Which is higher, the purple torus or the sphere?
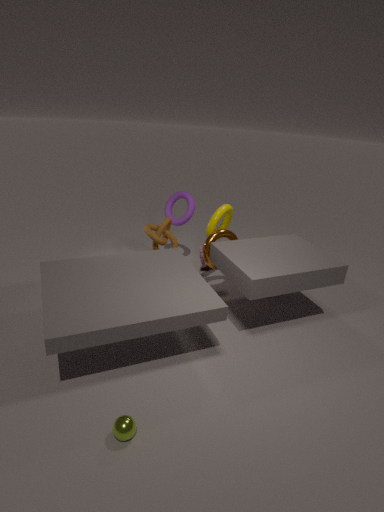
the purple torus
